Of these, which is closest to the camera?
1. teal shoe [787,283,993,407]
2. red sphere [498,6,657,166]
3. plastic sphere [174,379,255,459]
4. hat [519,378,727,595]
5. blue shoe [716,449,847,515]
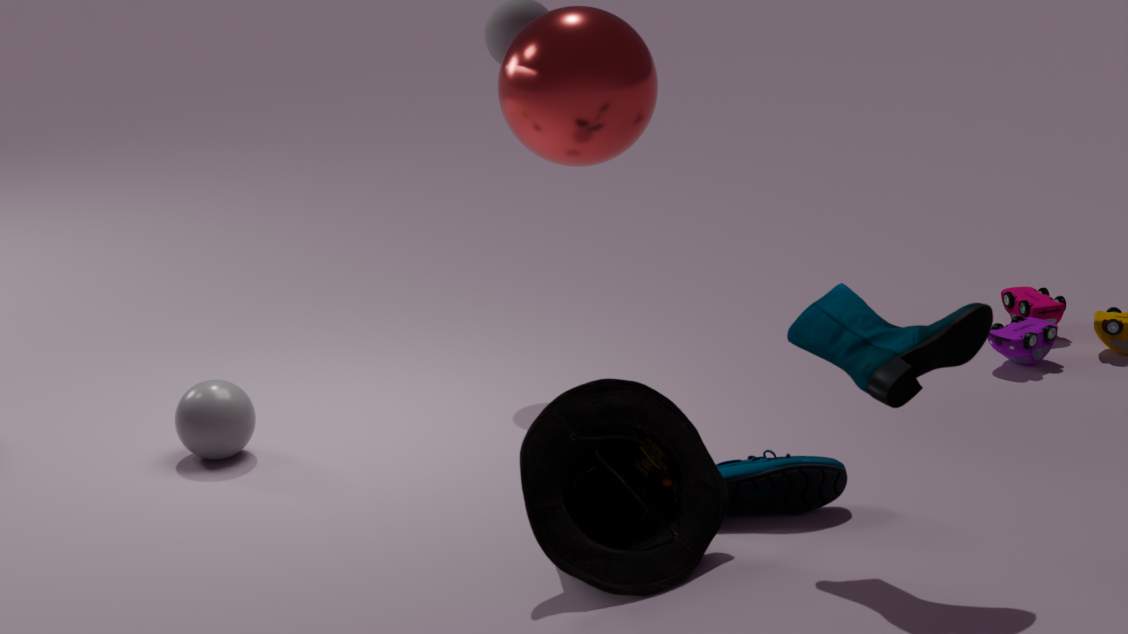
teal shoe [787,283,993,407]
